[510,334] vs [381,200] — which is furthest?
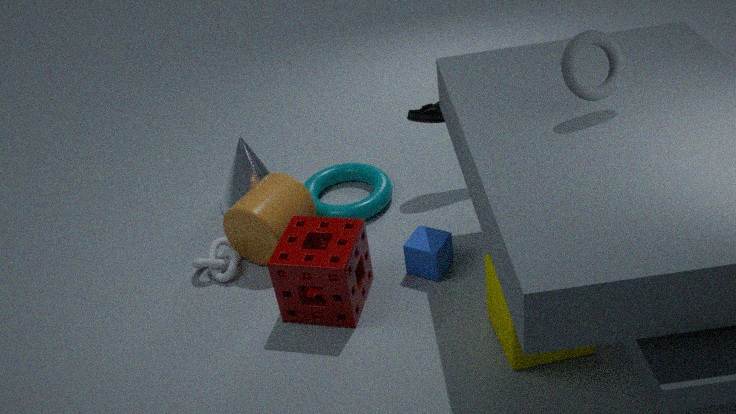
[381,200]
